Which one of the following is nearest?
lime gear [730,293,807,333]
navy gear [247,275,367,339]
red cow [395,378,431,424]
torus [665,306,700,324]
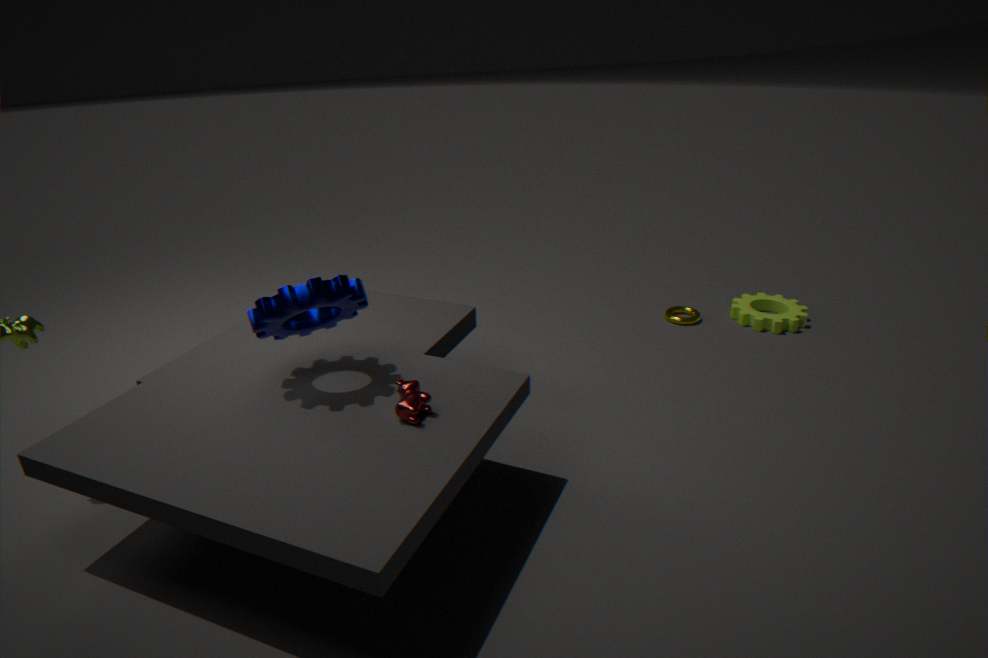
red cow [395,378,431,424]
